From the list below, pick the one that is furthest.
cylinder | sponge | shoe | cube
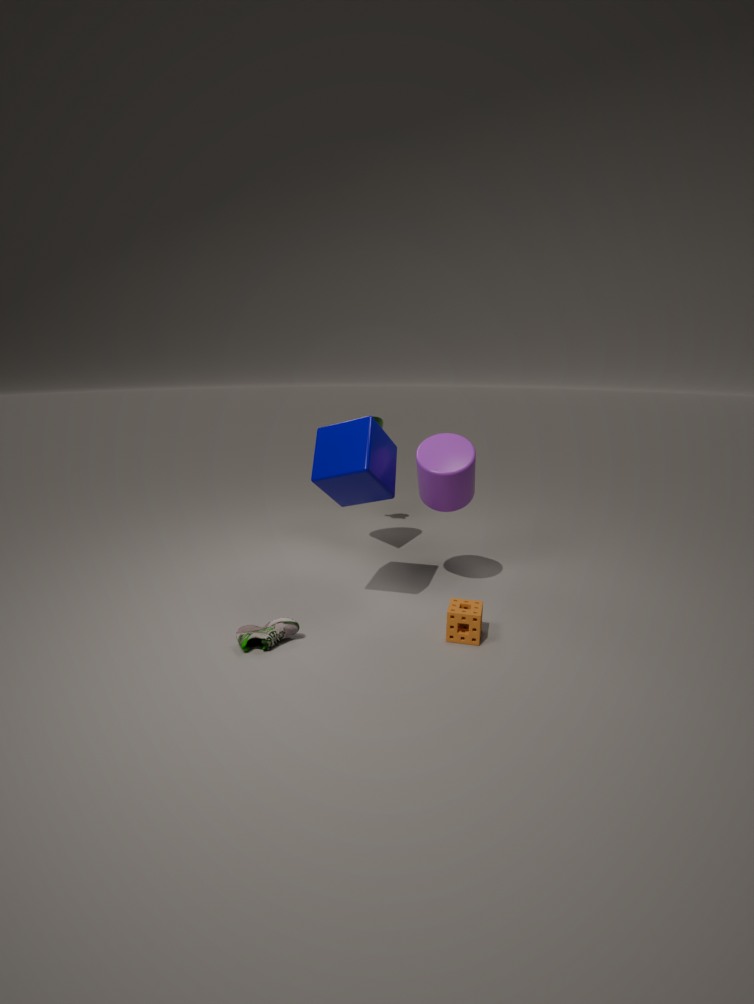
cylinder
